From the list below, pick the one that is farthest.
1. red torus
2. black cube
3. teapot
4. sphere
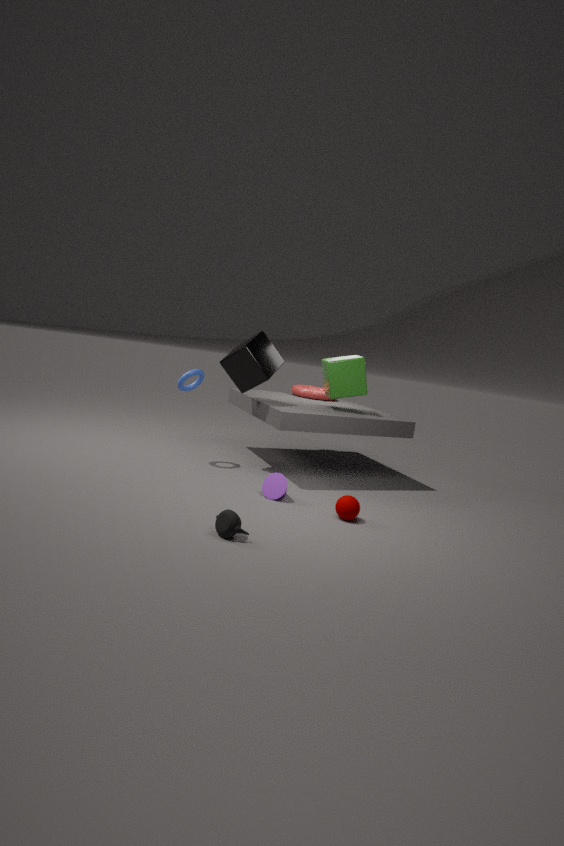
red torus
